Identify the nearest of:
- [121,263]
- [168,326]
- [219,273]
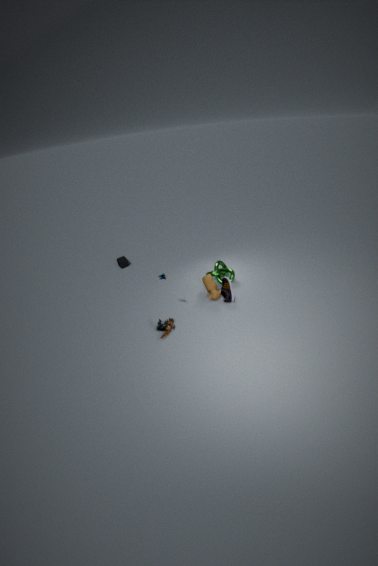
[168,326]
